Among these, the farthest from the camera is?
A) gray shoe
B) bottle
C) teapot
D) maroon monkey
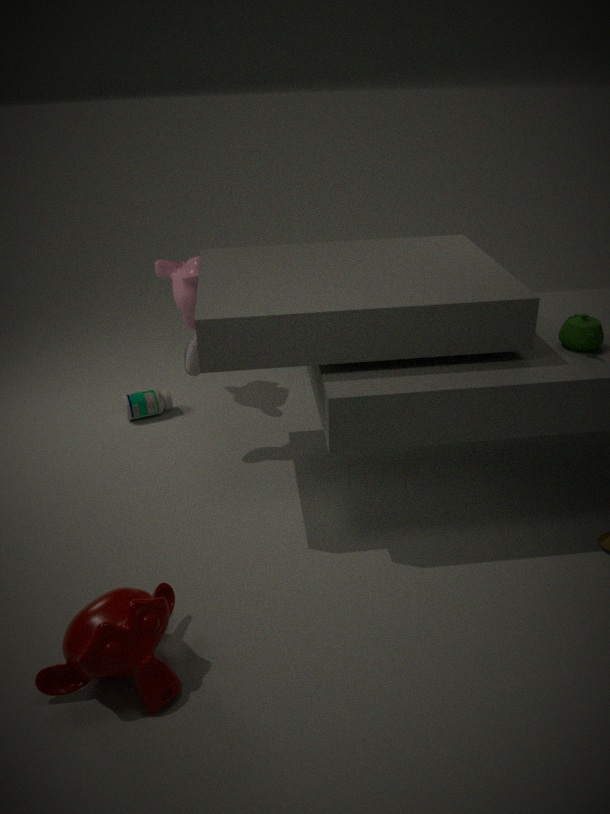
bottle
